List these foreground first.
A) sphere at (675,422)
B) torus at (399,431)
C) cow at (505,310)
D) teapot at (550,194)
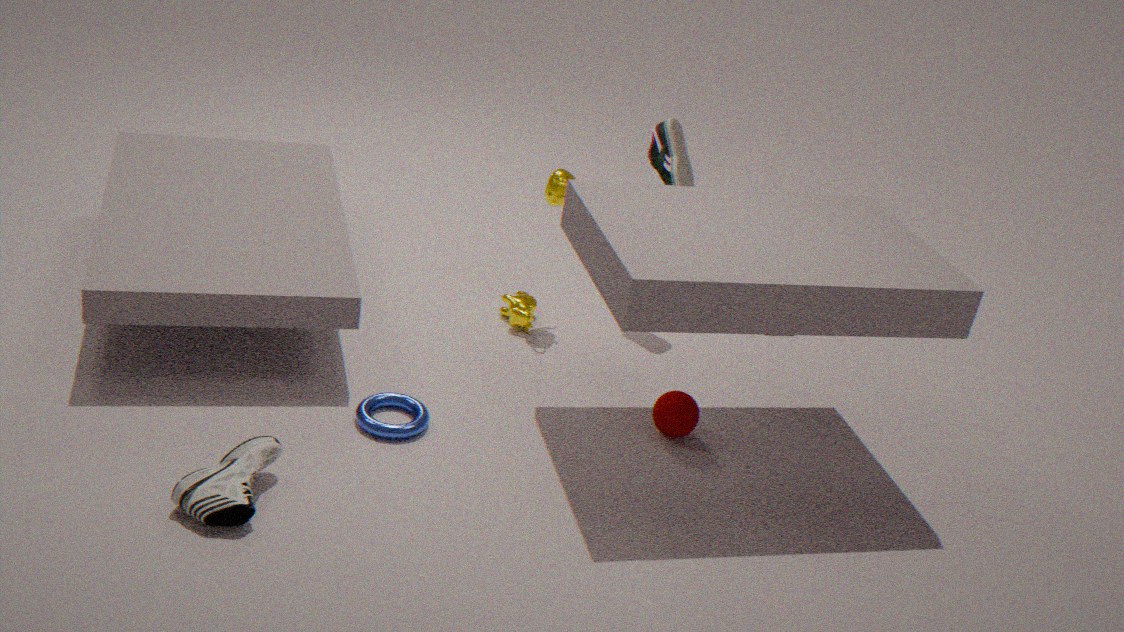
torus at (399,431) < sphere at (675,422) < teapot at (550,194) < cow at (505,310)
